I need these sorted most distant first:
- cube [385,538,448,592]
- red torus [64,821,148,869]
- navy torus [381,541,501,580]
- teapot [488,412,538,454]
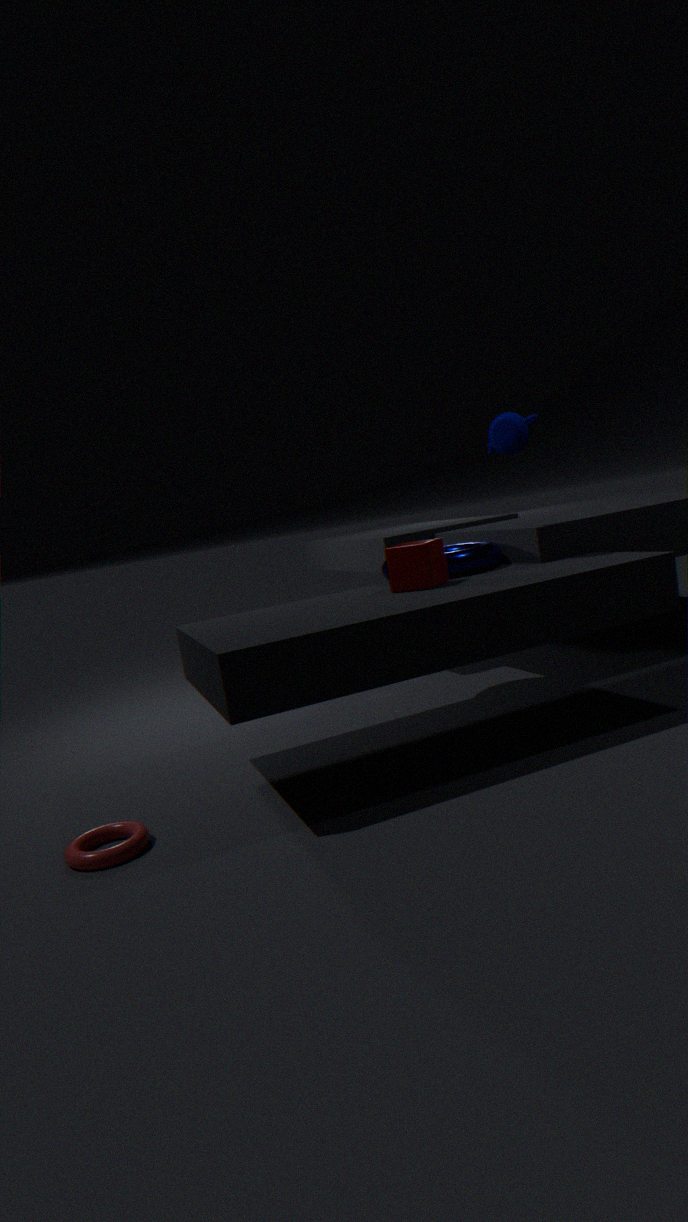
navy torus [381,541,501,580] < teapot [488,412,538,454] < cube [385,538,448,592] < red torus [64,821,148,869]
